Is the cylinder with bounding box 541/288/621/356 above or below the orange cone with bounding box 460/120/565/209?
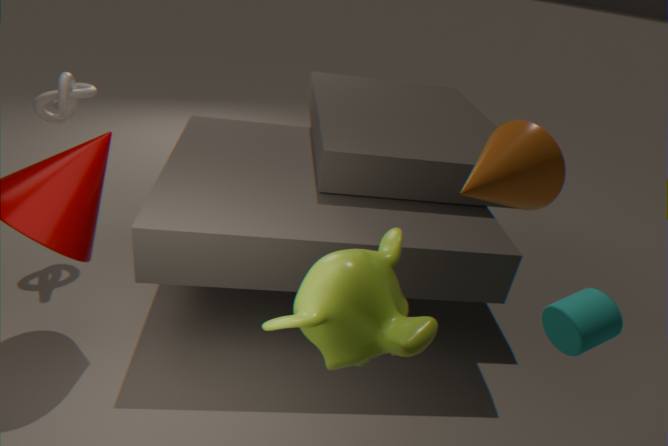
below
